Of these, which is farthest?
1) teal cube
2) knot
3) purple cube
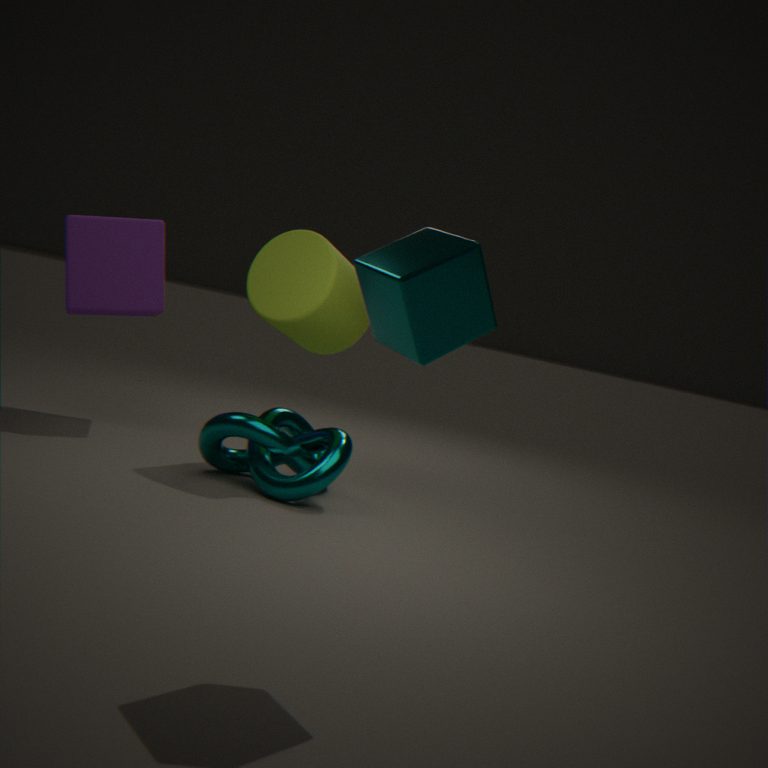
3. purple cube
